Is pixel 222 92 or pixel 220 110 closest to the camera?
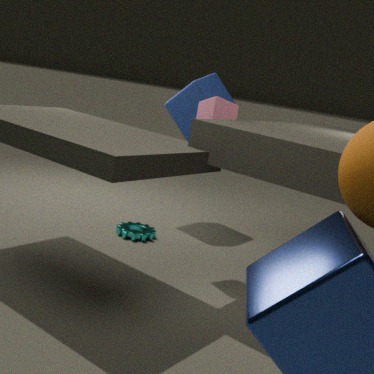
pixel 220 110
